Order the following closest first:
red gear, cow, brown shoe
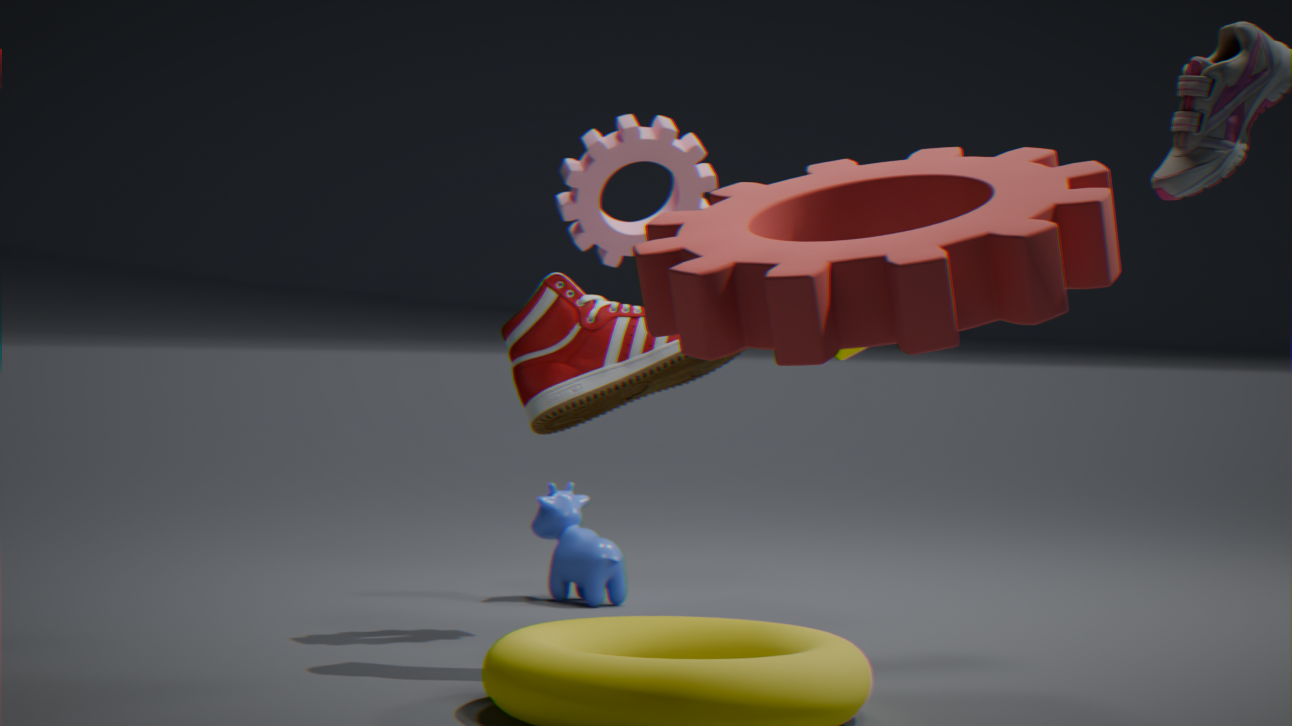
red gear < brown shoe < cow
